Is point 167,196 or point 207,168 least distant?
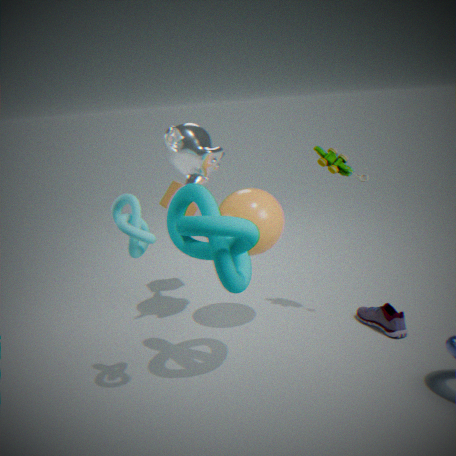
point 207,168
